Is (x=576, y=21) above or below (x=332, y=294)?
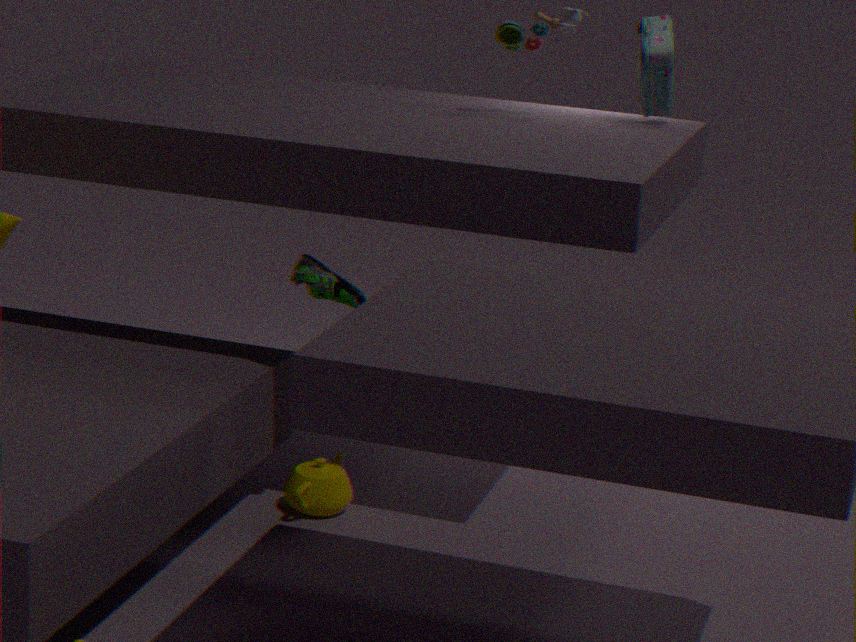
above
